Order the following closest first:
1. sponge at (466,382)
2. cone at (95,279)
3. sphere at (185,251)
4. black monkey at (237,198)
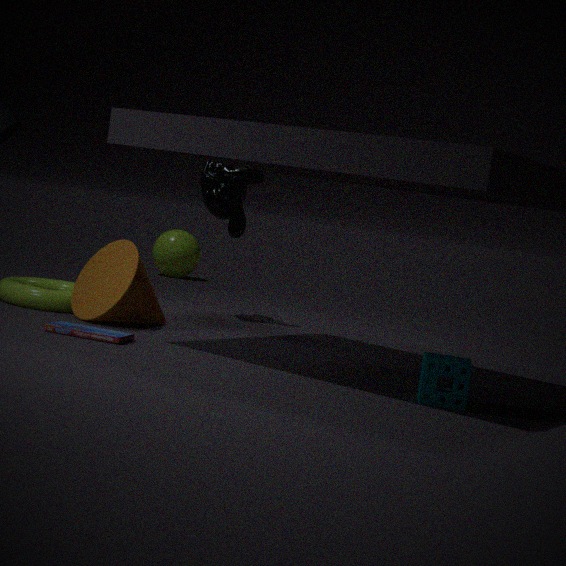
sponge at (466,382) → cone at (95,279) → black monkey at (237,198) → sphere at (185,251)
